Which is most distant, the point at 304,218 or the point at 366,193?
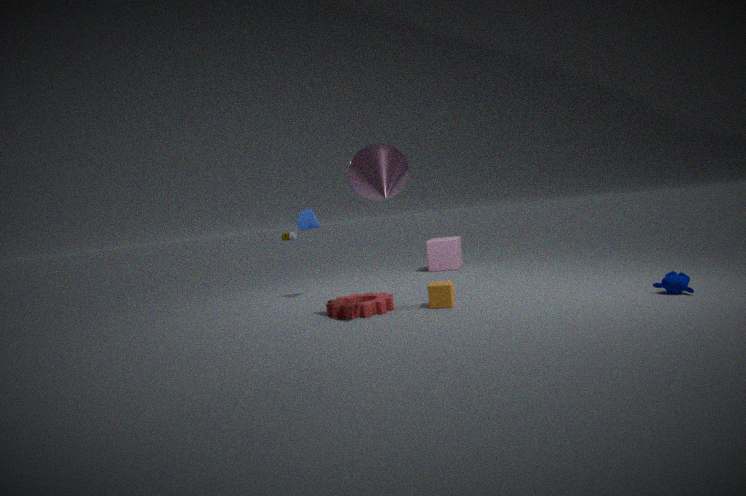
the point at 304,218
